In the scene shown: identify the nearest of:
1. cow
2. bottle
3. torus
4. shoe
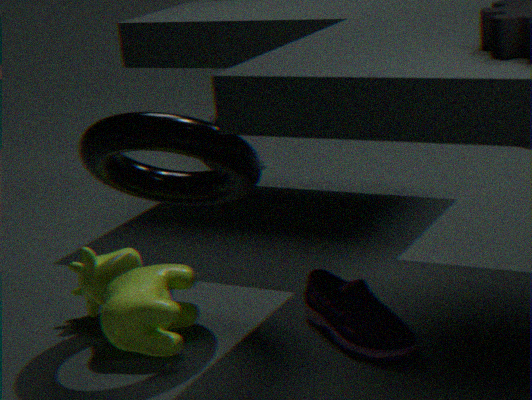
torus
